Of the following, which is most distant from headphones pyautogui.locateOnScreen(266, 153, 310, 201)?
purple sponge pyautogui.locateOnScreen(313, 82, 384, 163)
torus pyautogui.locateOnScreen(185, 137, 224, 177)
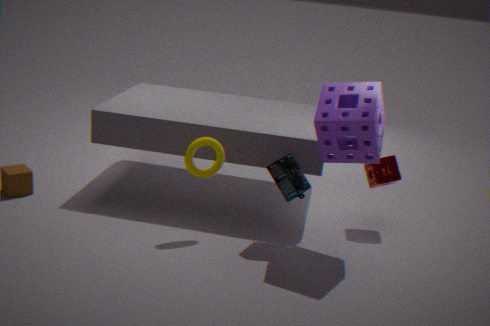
torus pyautogui.locateOnScreen(185, 137, 224, 177)
